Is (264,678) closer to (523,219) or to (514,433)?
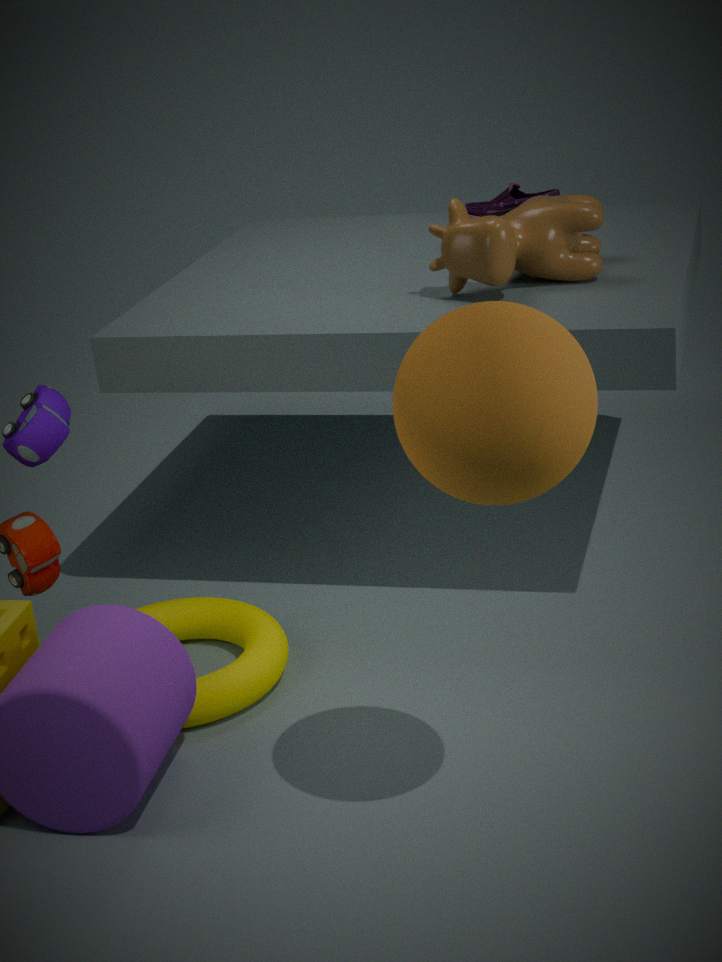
(514,433)
